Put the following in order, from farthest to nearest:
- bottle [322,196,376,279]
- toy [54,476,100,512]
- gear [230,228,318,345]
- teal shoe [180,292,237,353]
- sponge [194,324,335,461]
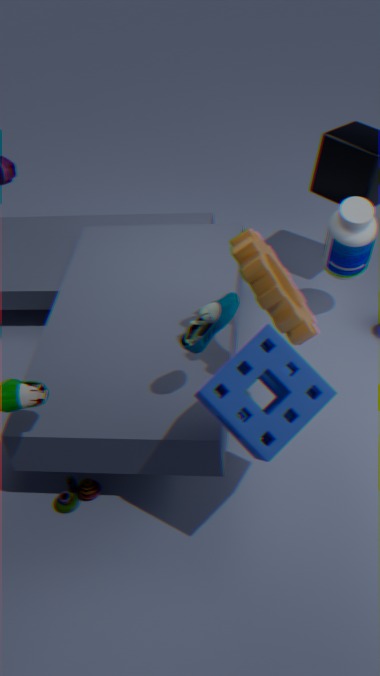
bottle [322,196,376,279] → toy [54,476,100,512] → gear [230,228,318,345] → teal shoe [180,292,237,353] → sponge [194,324,335,461]
